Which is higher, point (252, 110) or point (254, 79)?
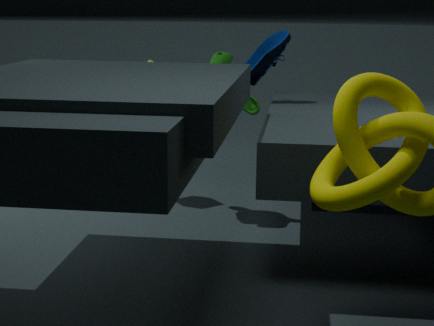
point (254, 79)
